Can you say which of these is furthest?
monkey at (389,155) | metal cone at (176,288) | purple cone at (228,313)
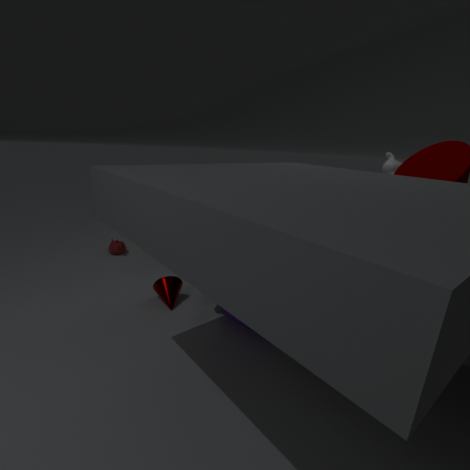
metal cone at (176,288)
